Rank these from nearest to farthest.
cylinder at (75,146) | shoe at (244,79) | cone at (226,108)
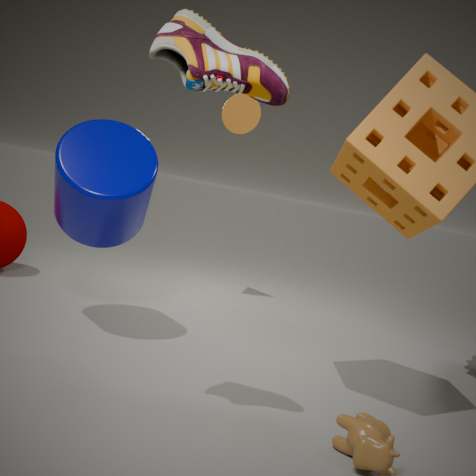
shoe at (244,79) → cylinder at (75,146) → cone at (226,108)
